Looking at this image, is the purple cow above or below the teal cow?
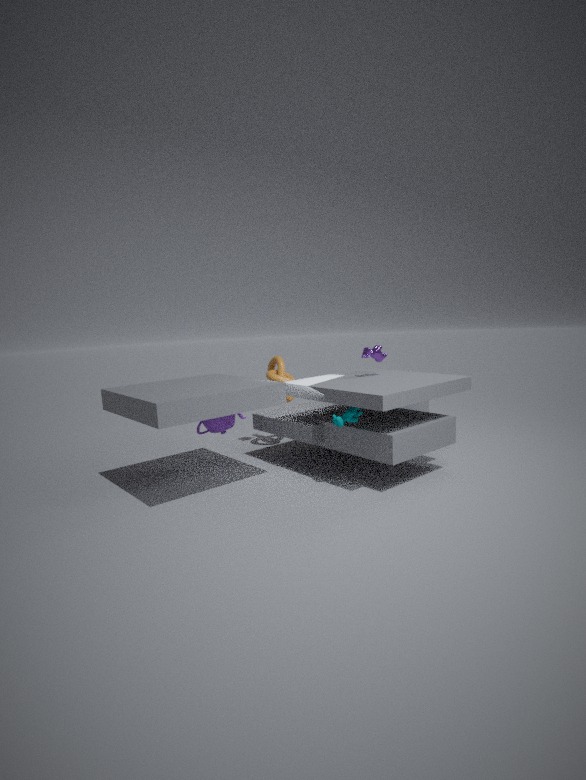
above
